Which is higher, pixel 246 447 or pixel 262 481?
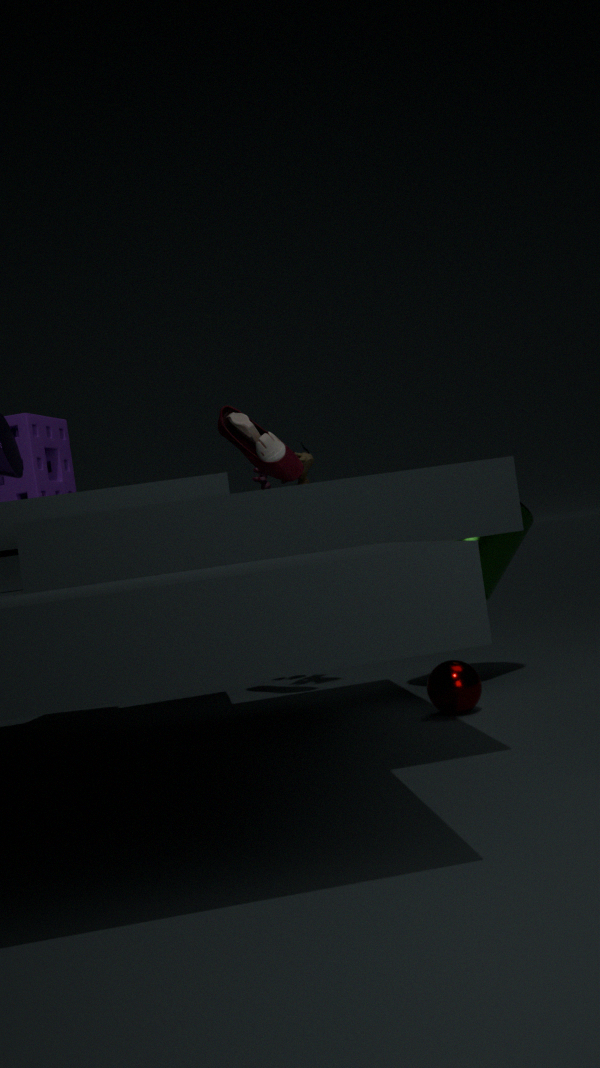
pixel 246 447
